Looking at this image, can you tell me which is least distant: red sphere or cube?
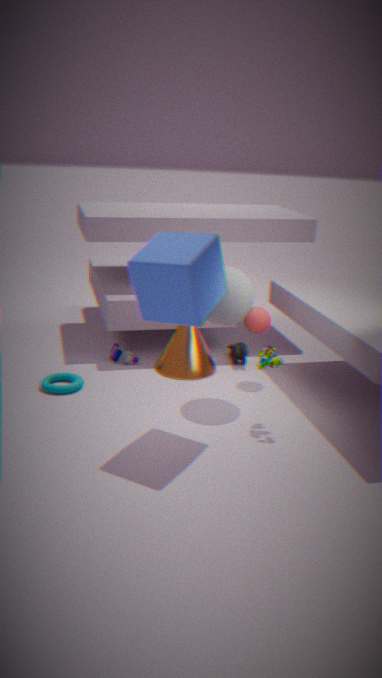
cube
